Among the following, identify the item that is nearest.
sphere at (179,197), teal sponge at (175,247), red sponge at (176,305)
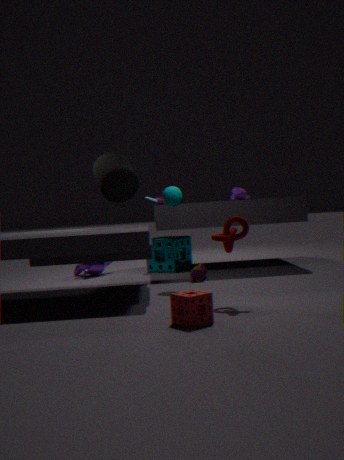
red sponge at (176,305)
